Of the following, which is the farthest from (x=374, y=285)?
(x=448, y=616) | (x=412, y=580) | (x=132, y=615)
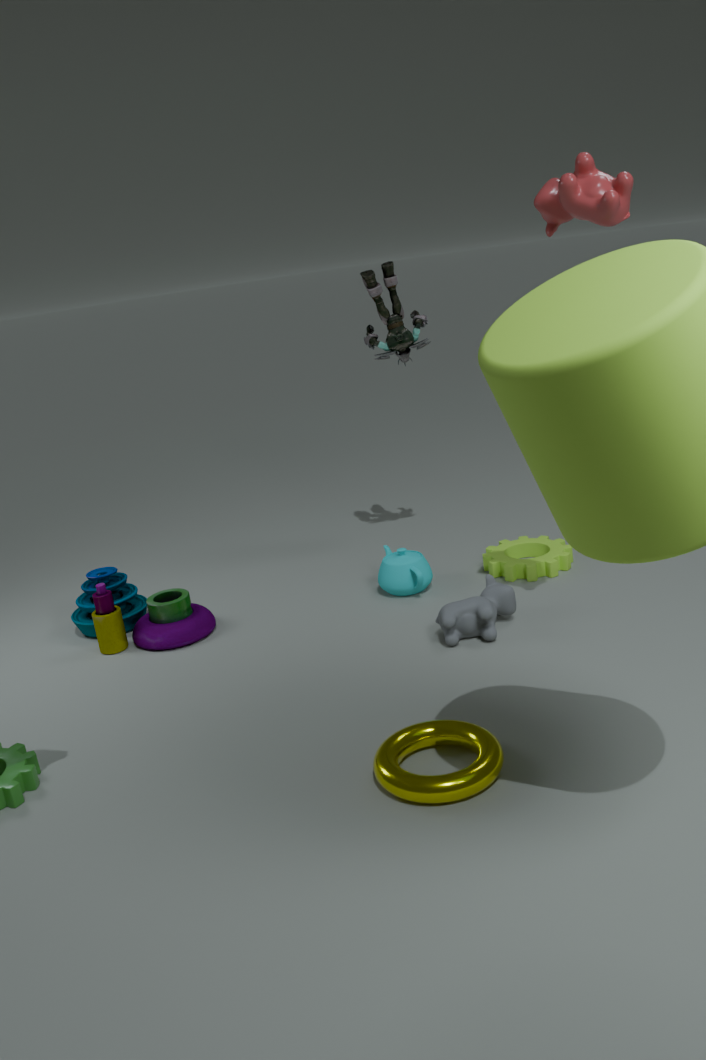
(x=132, y=615)
